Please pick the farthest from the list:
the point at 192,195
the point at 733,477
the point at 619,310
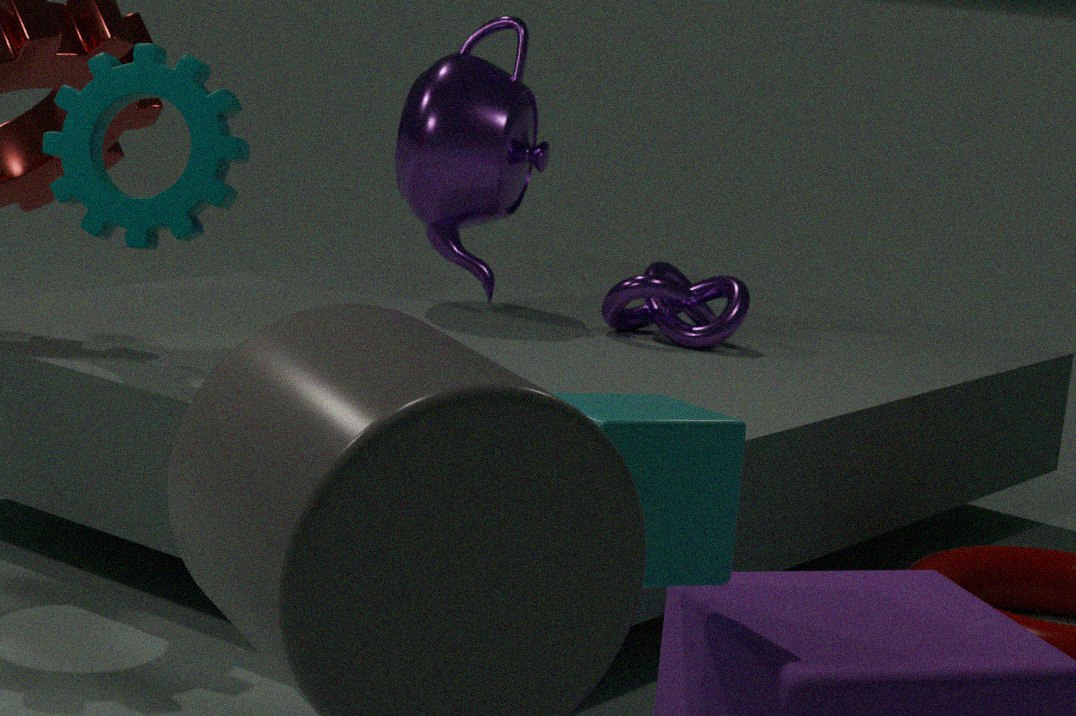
the point at 619,310
